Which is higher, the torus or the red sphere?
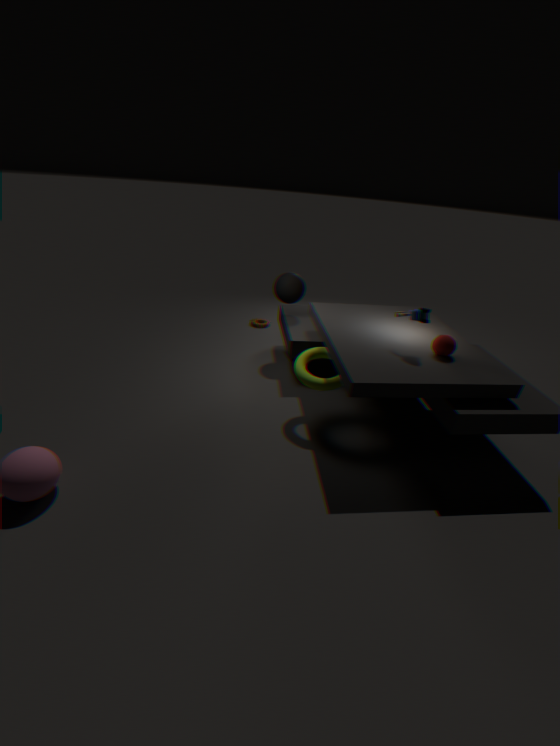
the red sphere
